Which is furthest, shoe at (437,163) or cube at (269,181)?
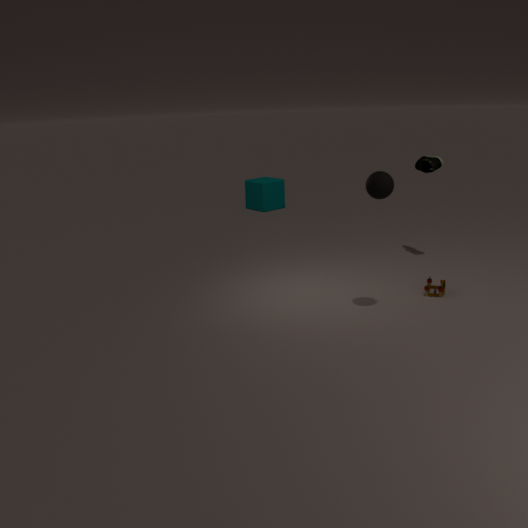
cube at (269,181)
